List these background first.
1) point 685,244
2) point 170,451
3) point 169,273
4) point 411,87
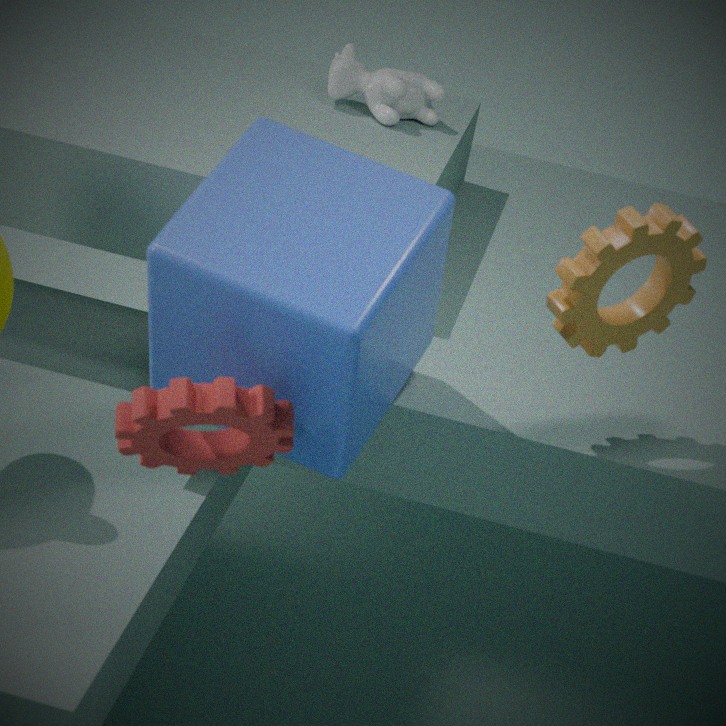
4. point 411,87 → 1. point 685,244 → 2. point 170,451 → 3. point 169,273
